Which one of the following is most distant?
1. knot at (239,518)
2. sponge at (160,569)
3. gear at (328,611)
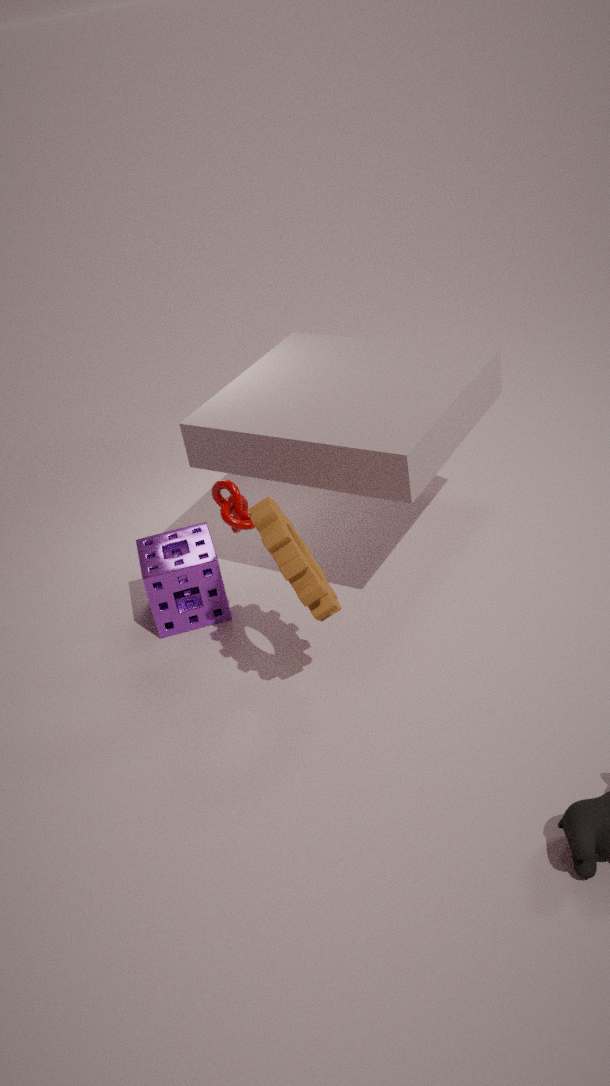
sponge at (160,569)
